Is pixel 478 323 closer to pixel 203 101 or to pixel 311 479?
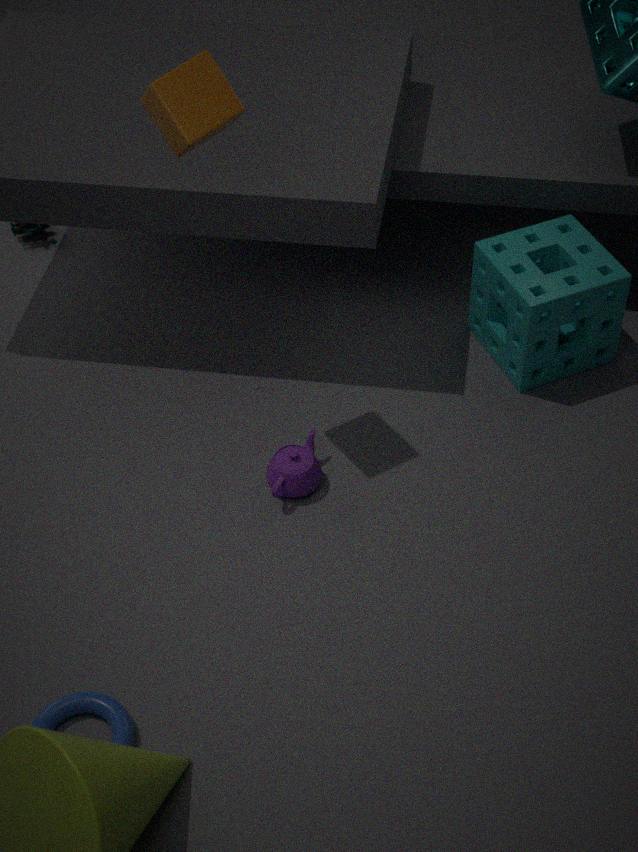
pixel 311 479
